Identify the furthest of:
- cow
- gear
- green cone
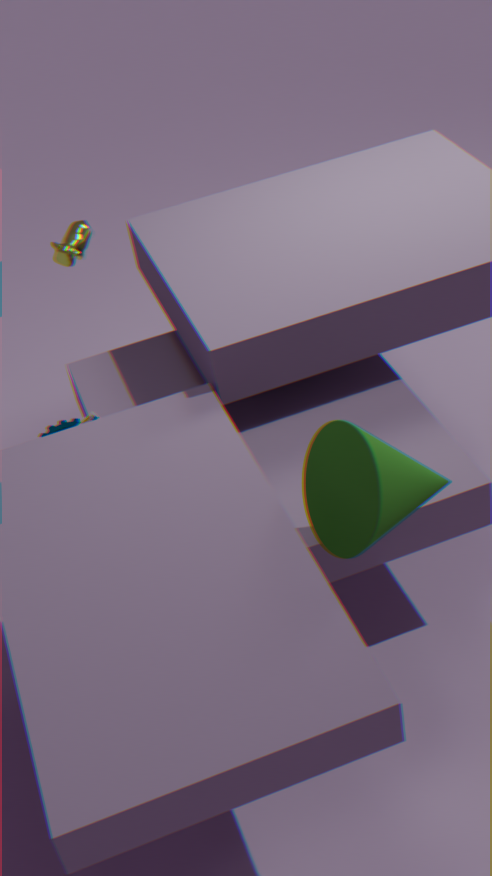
gear
